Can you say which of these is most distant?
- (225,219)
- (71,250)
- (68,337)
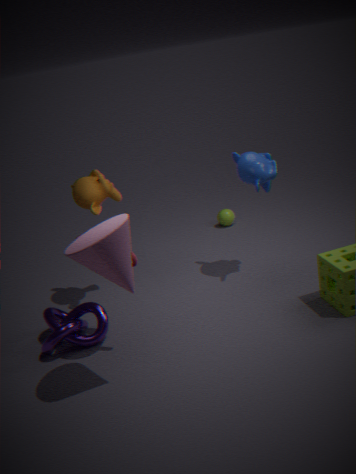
(225,219)
